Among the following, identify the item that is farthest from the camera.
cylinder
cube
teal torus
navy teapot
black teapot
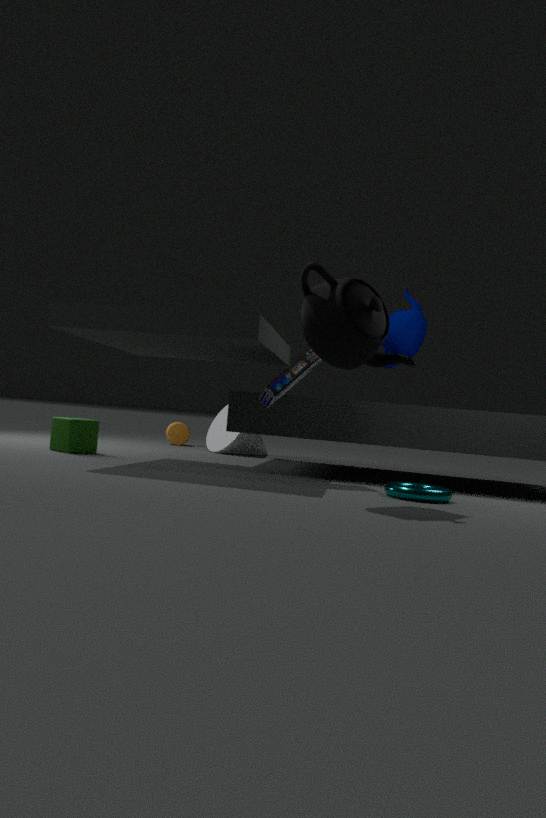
cylinder
